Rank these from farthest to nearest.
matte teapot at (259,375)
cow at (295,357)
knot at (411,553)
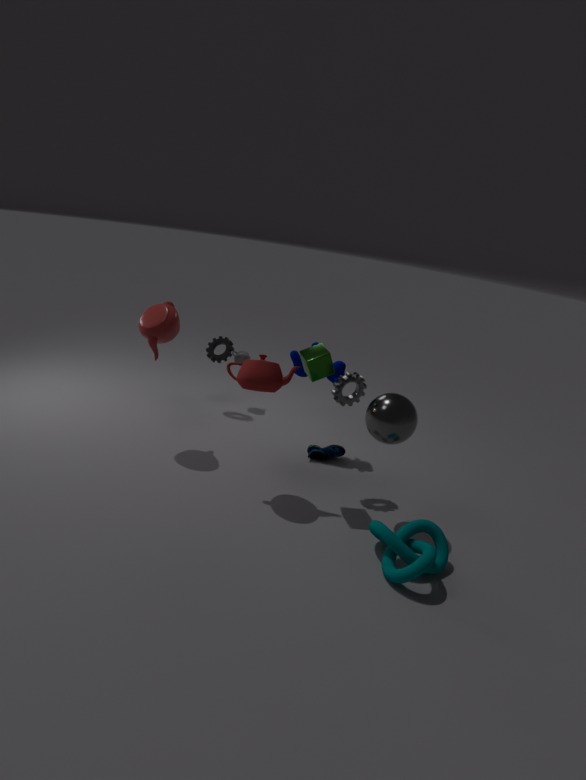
cow at (295,357) < matte teapot at (259,375) < knot at (411,553)
